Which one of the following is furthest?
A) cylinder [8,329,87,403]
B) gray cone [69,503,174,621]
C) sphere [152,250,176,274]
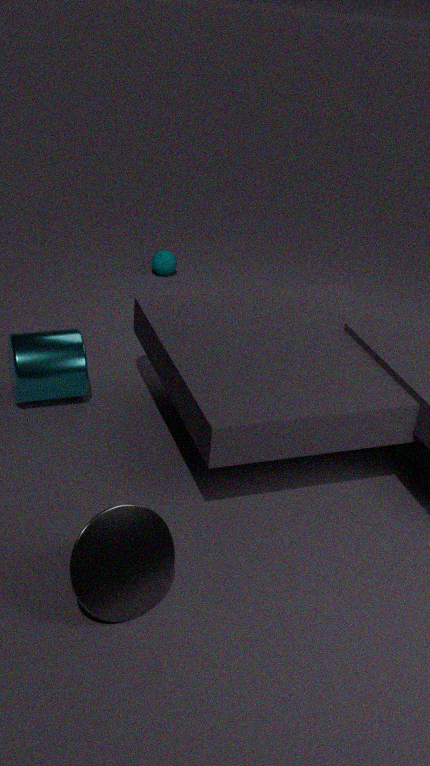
sphere [152,250,176,274]
